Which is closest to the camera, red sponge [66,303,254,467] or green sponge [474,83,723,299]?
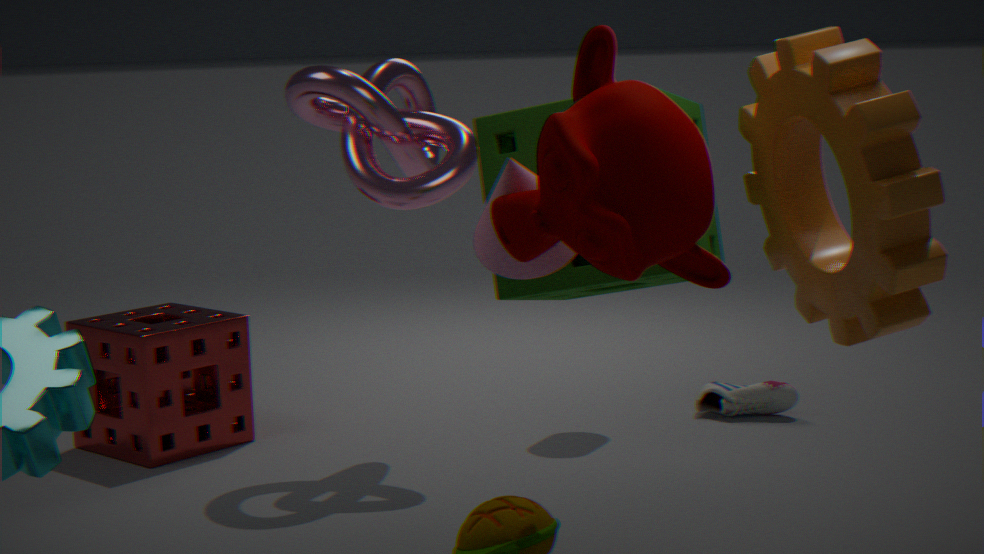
green sponge [474,83,723,299]
